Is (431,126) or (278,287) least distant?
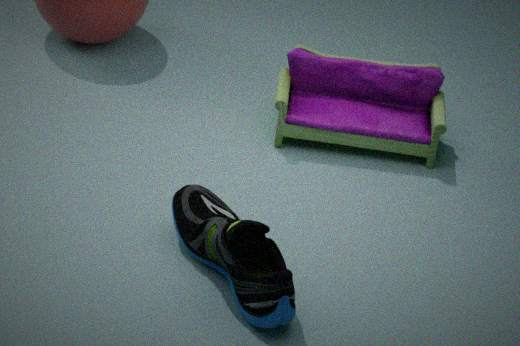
(278,287)
